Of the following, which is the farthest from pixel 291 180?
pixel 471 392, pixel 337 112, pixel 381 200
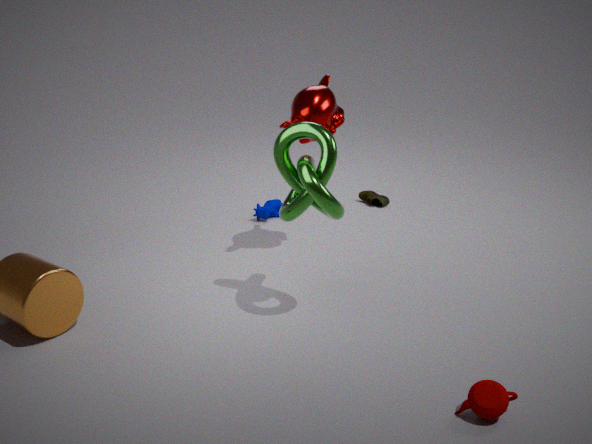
pixel 381 200
